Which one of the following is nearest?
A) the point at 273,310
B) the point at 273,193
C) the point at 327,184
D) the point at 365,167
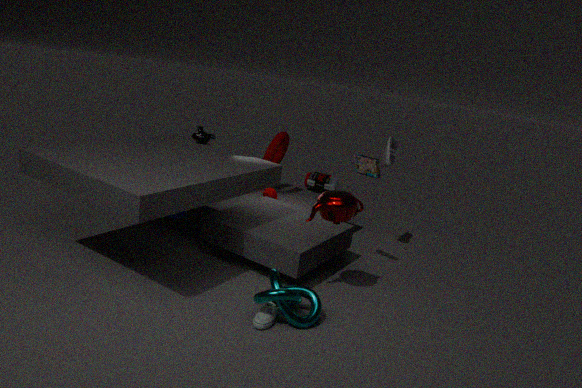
the point at 273,310
